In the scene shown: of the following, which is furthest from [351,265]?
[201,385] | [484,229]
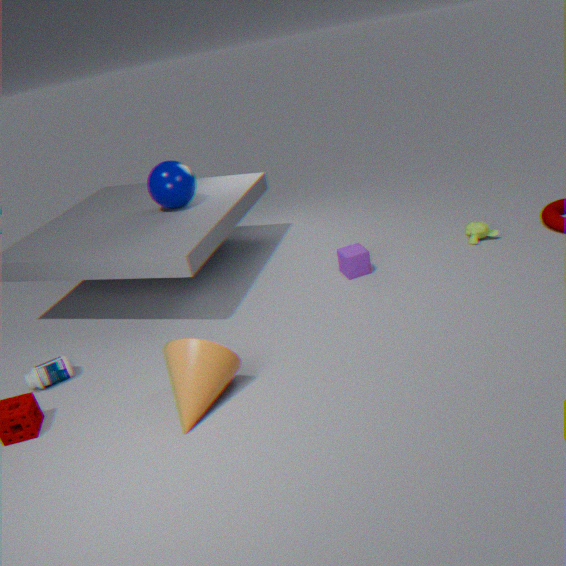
[201,385]
